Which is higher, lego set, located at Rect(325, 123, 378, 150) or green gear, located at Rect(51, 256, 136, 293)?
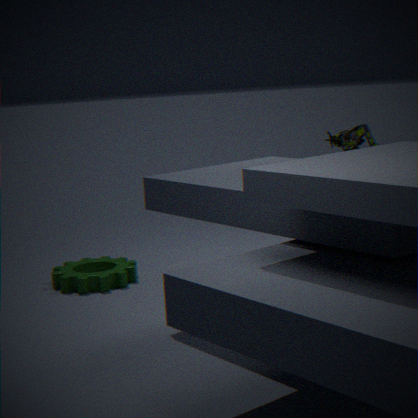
lego set, located at Rect(325, 123, 378, 150)
